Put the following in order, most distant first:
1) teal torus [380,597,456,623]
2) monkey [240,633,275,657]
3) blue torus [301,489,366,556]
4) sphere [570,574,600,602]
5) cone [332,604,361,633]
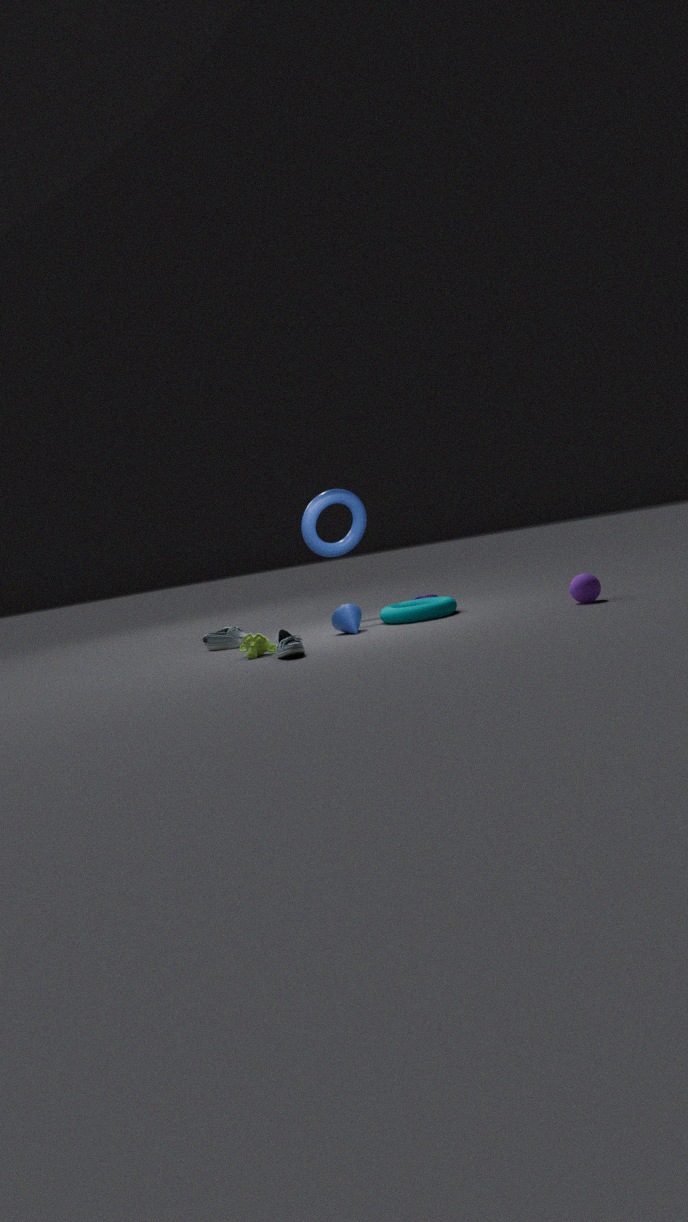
3
1
5
2
4
